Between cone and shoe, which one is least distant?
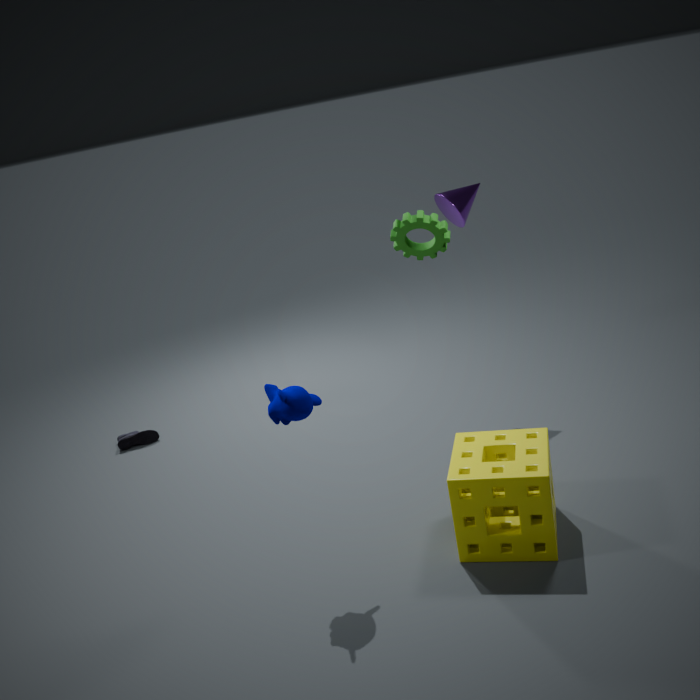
cone
